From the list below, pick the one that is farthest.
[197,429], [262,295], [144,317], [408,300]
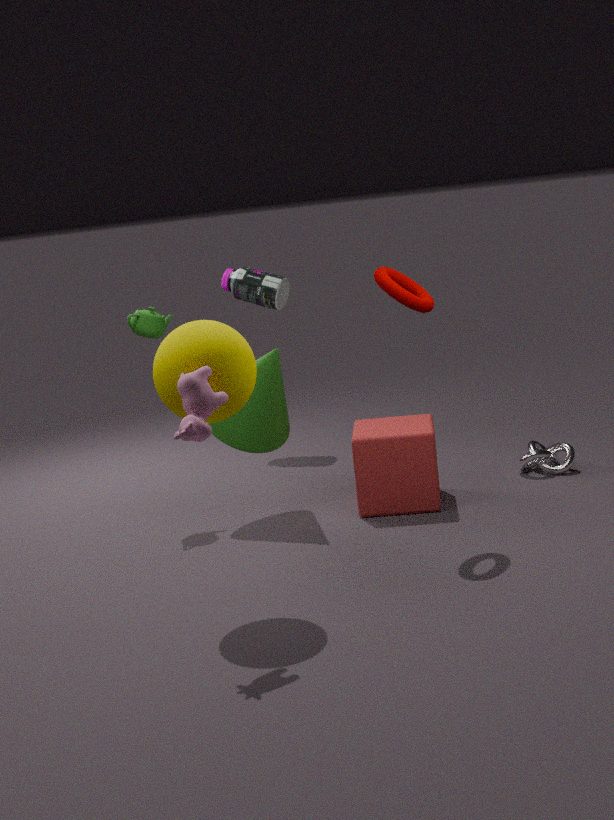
[262,295]
